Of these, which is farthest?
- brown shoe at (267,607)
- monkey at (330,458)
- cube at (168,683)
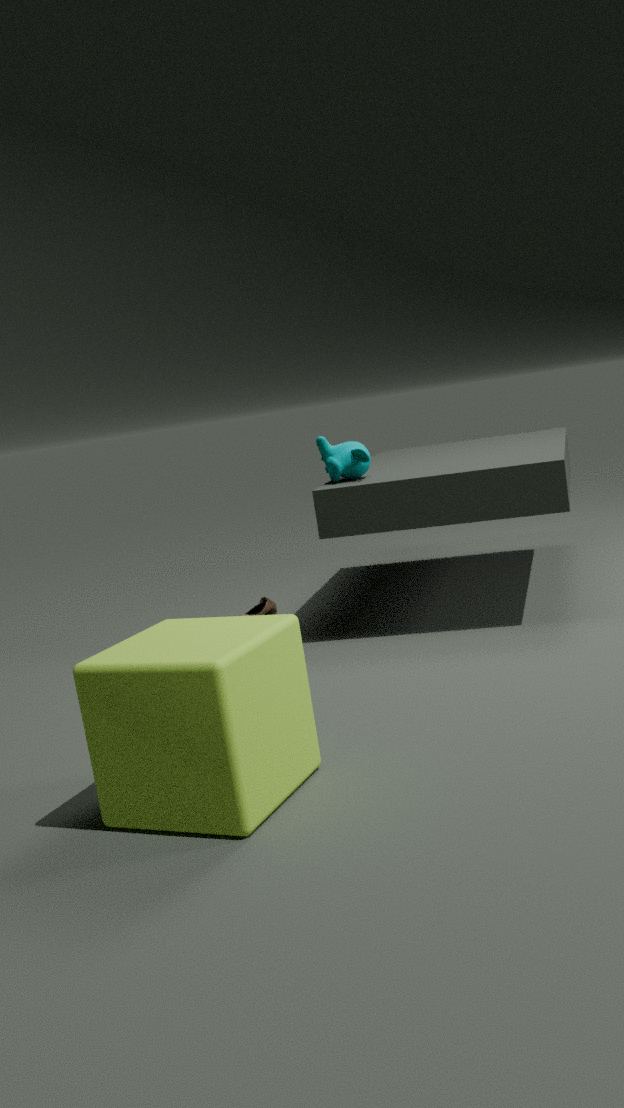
brown shoe at (267,607)
